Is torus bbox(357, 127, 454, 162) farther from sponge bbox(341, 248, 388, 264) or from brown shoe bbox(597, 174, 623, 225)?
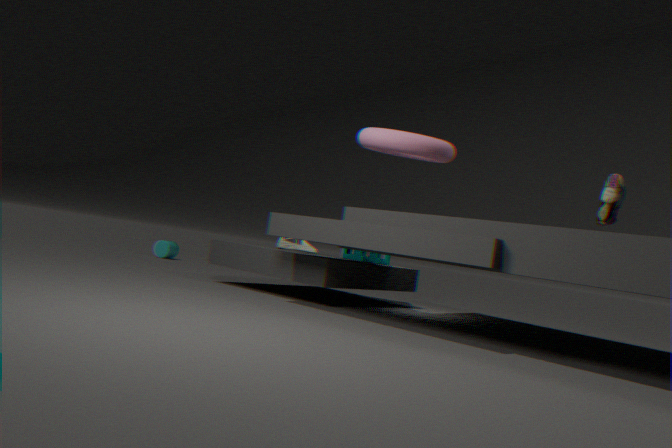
sponge bbox(341, 248, 388, 264)
